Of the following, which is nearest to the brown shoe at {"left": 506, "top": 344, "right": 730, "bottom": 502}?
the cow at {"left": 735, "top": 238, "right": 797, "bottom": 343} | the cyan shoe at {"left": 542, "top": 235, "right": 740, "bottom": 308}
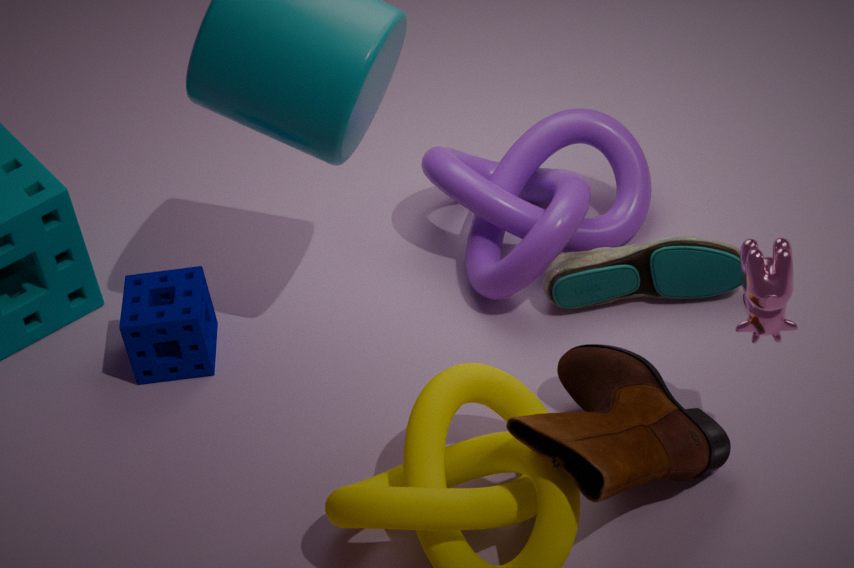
the cow at {"left": 735, "top": 238, "right": 797, "bottom": 343}
